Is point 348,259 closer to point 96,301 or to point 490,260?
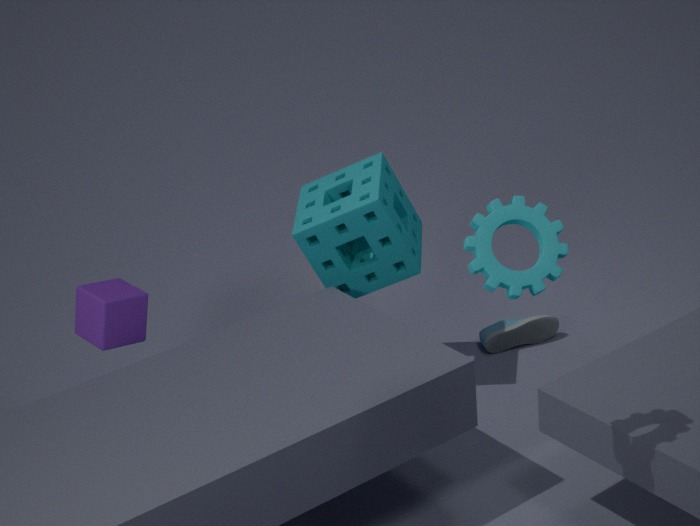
point 96,301
